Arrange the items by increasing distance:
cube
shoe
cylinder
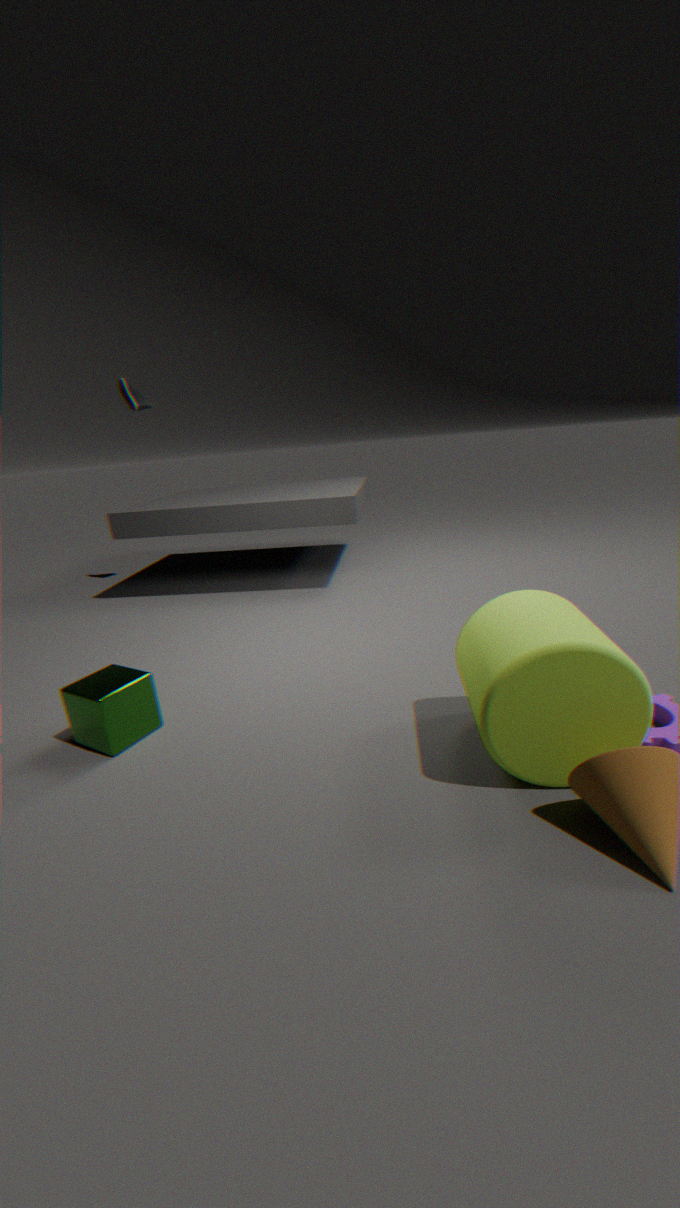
cylinder, cube, shoe
